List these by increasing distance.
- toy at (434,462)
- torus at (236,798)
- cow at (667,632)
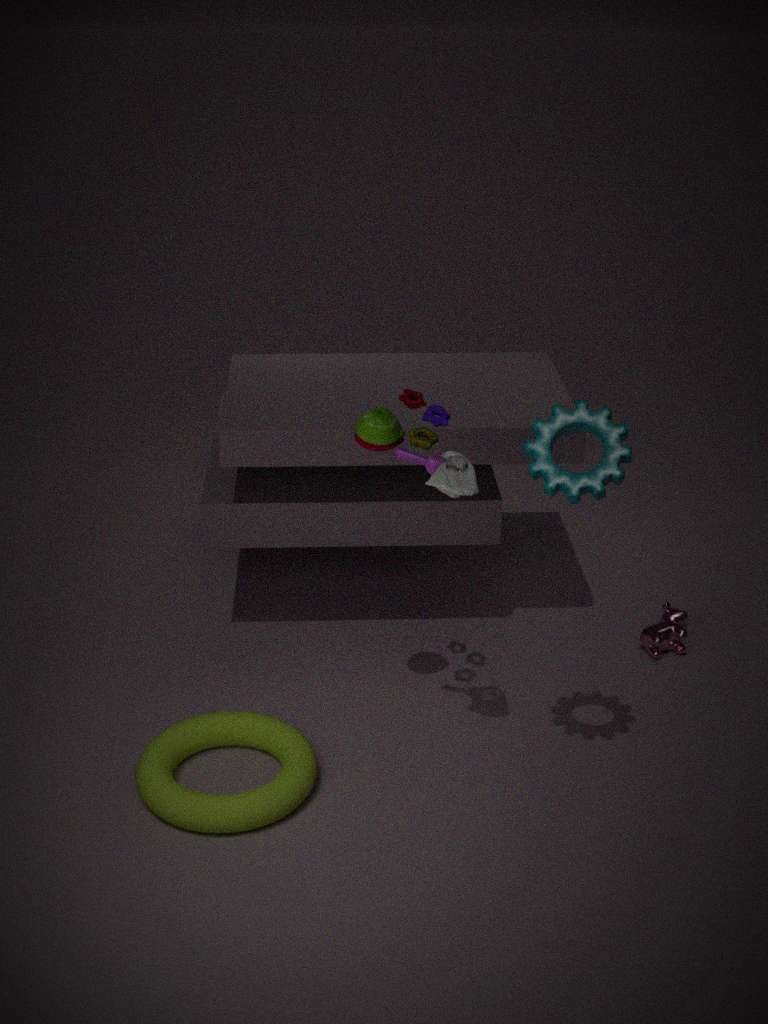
toy at (434,462) < torus at (236,798) < cow at (667,632)
